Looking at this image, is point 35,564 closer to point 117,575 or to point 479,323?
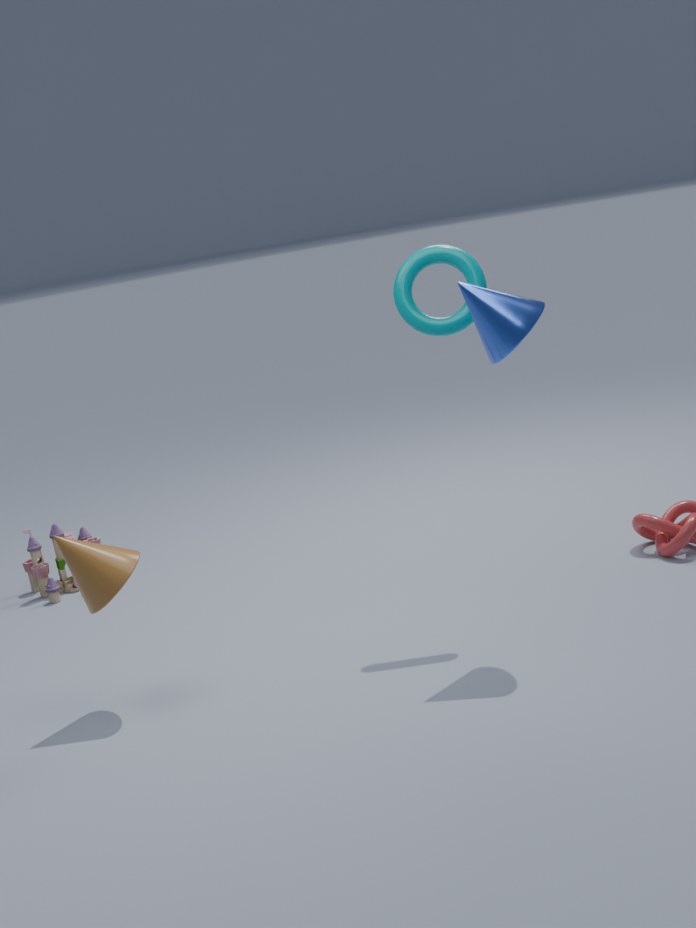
point 117,575
